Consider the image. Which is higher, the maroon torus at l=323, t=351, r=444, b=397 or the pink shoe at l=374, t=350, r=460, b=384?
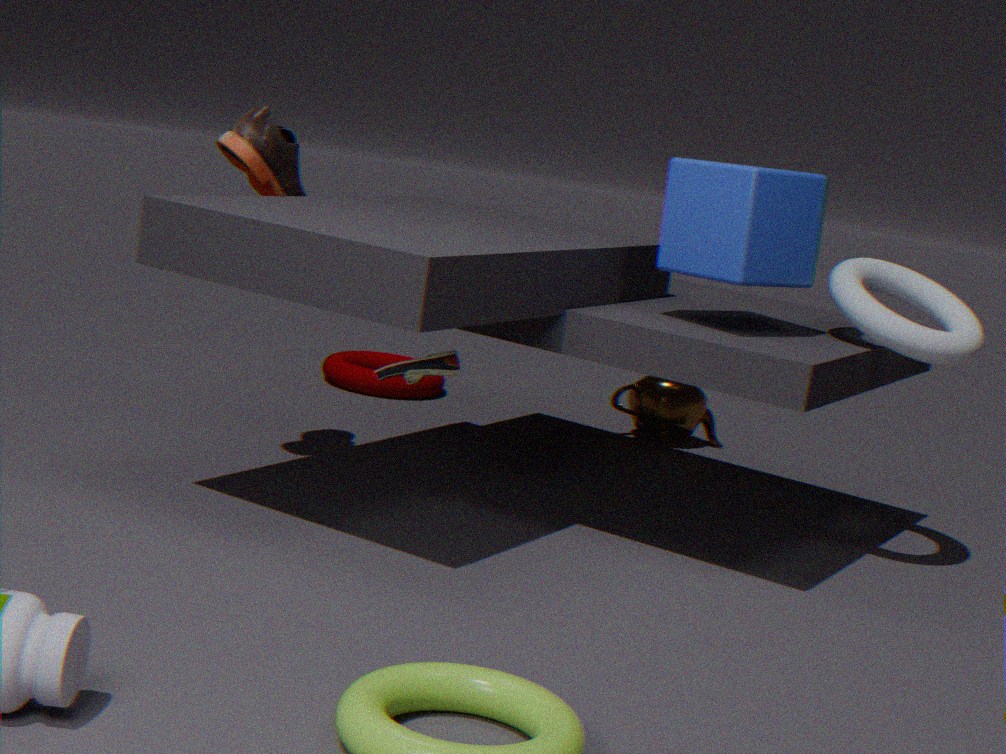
the pink shoe at l=374, t=350, r=460, b=384
